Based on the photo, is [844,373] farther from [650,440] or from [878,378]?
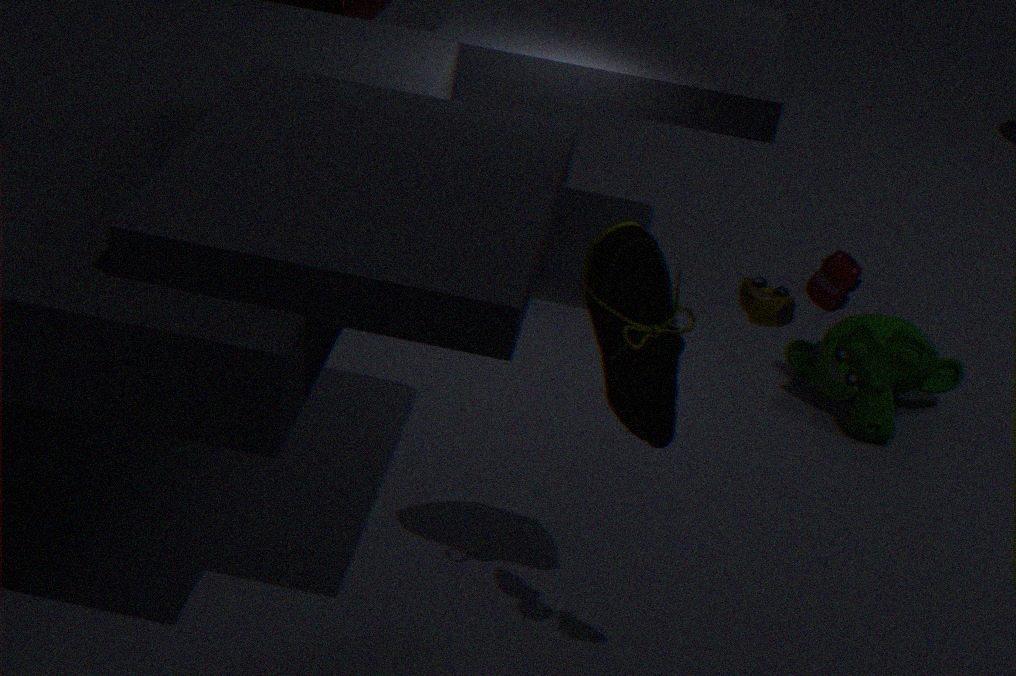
[878,378]
